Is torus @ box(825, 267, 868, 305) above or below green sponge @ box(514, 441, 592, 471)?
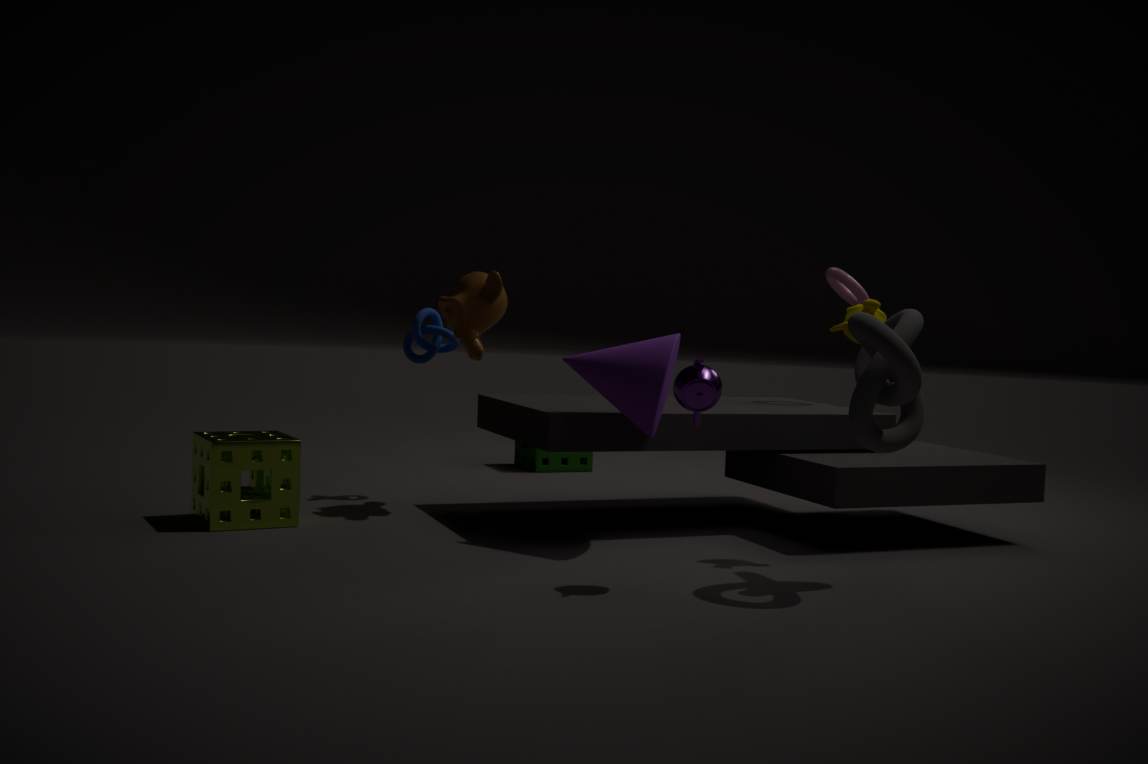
above
